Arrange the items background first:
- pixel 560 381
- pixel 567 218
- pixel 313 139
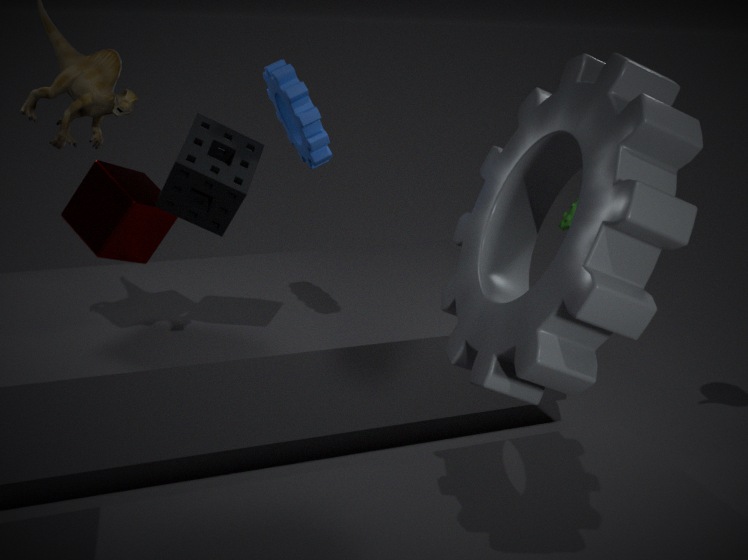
pixel 567 218
pixel 313 139
pixel 560 381
